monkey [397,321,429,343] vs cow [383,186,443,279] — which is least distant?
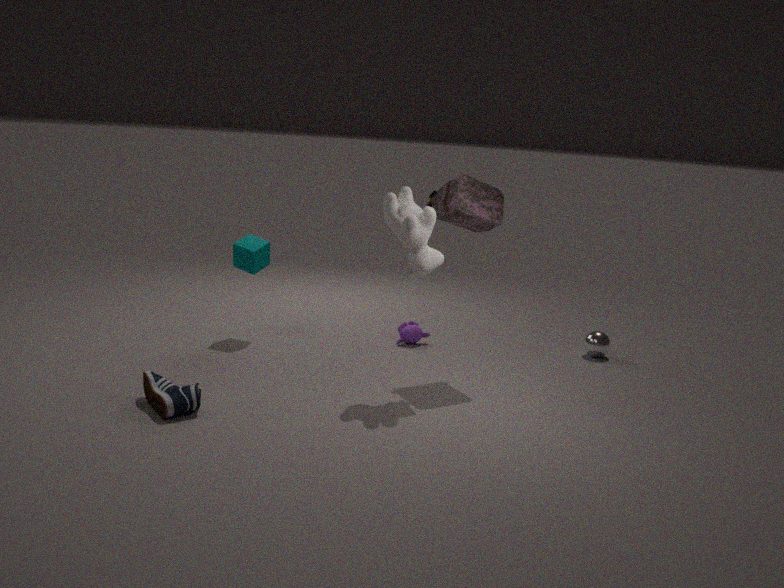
cow [383,186,443,279]
